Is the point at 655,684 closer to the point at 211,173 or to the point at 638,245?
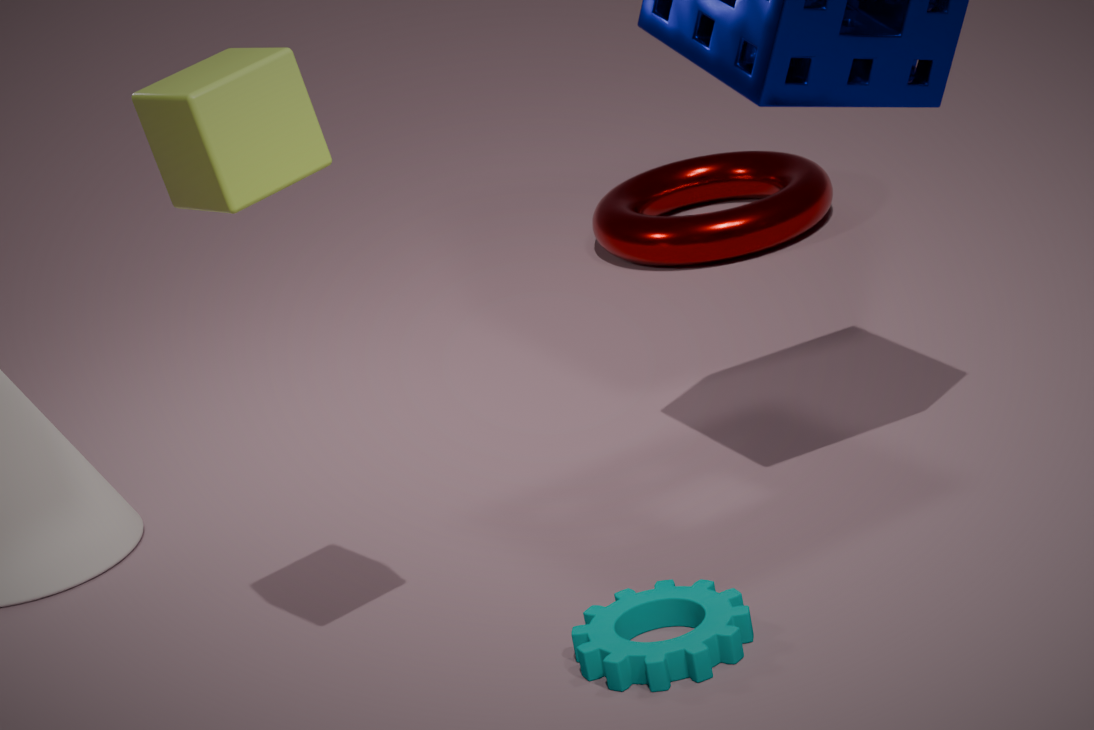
the point at 211,173
